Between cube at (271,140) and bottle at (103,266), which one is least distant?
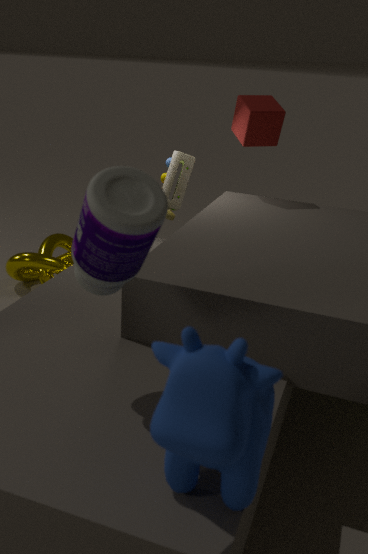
bottle at (103,266)
